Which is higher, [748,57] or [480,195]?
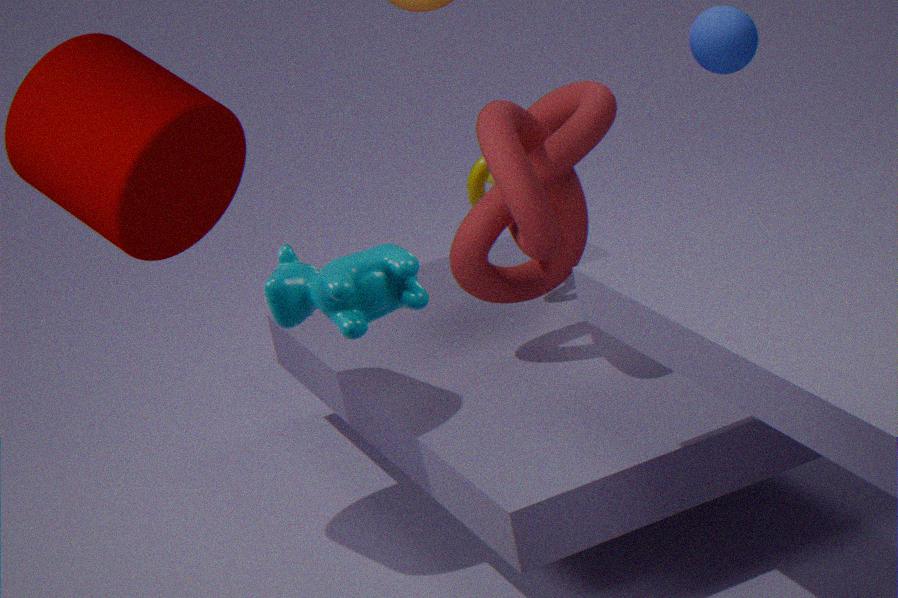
[748,57]
